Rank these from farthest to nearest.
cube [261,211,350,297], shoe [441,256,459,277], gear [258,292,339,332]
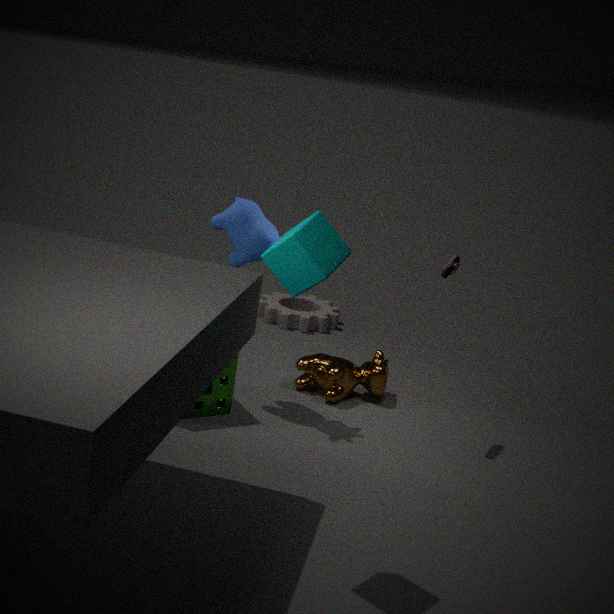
gear [258,292,339,332]
shoe [441,256,459,277]
cube [261,211,350,297]
